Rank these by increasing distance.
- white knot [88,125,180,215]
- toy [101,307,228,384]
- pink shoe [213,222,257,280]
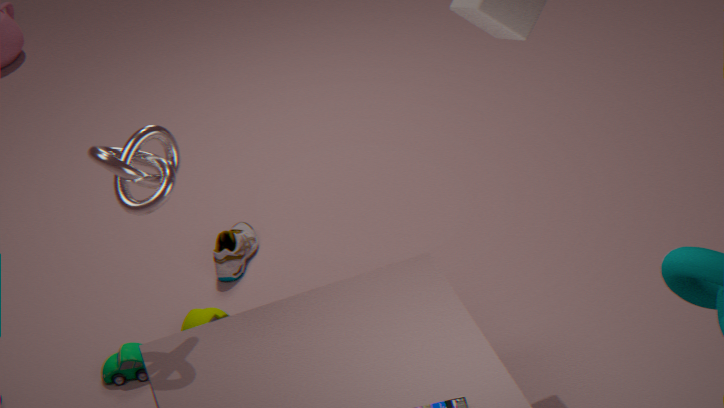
white knot [88,125,180,215]
toy [101,307,228,384]
pink shoe [213,222,257,280]
